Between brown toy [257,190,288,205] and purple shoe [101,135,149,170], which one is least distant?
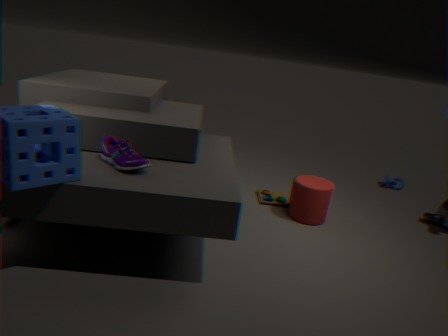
purple shoe [101,135,149,170]
